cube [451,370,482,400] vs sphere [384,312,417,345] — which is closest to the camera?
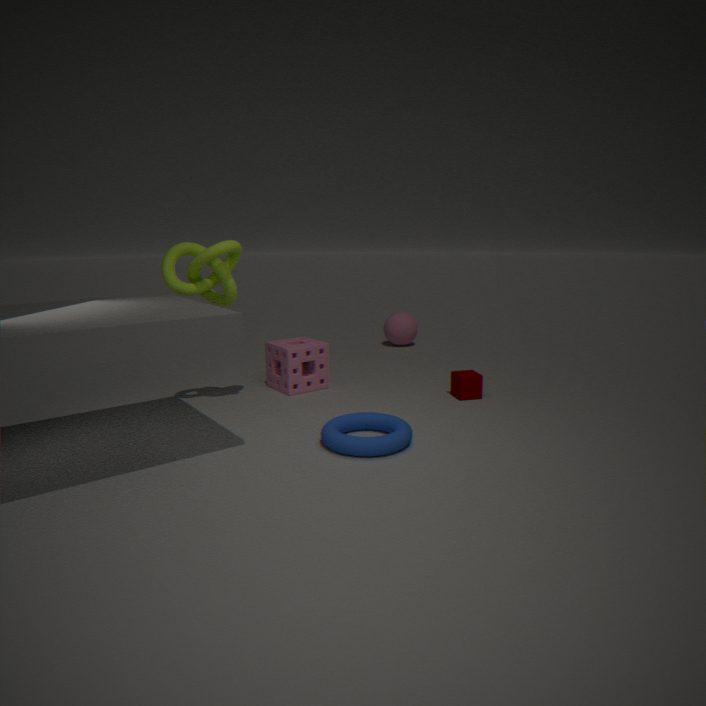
cube [451,370,482,400]
